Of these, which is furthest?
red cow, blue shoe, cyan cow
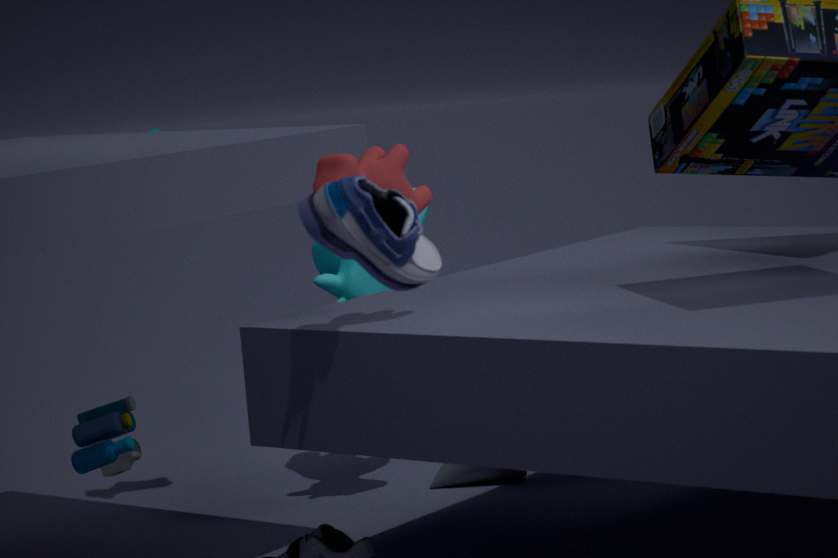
cyan cow
